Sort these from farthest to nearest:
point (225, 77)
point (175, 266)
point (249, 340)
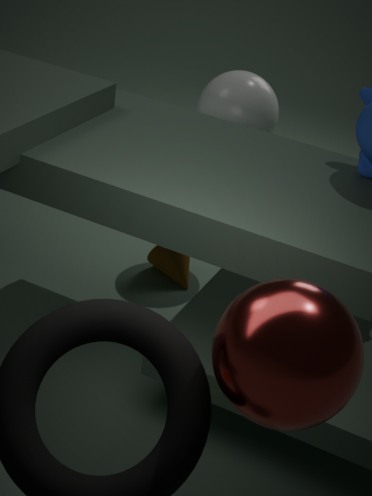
point (175, 266)
point (225, 77)
point (249, 340)
